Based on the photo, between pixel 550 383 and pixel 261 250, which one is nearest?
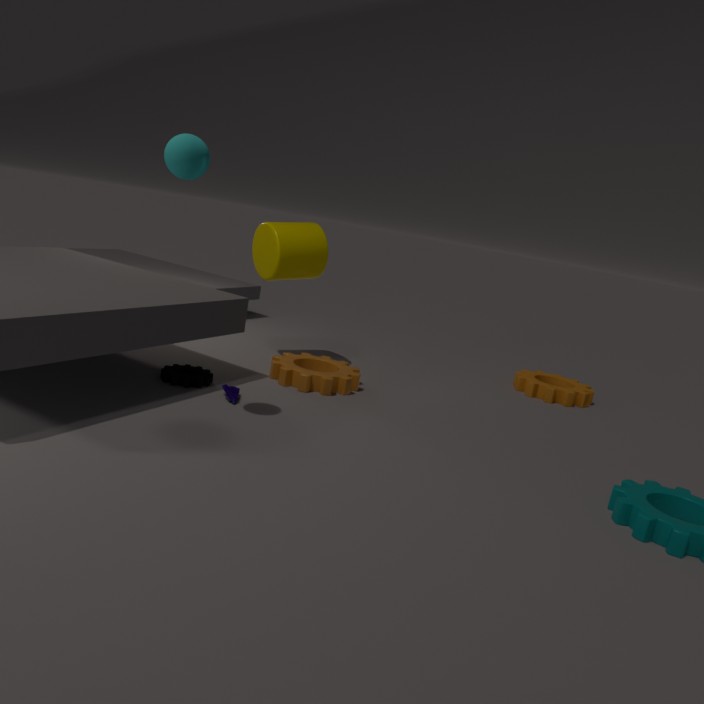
pixel 261 250
